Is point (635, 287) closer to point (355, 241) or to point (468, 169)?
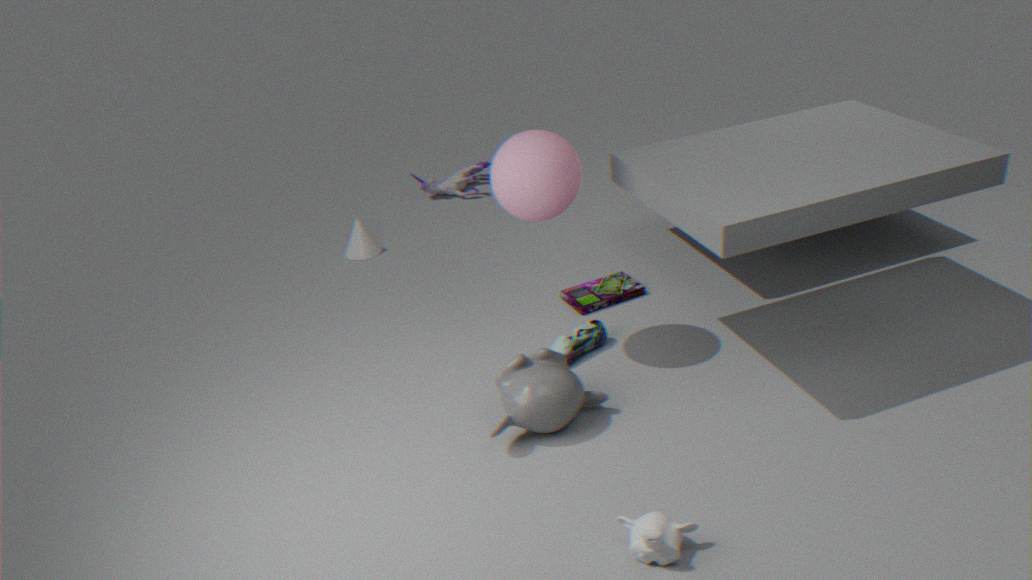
point (355, 241)
